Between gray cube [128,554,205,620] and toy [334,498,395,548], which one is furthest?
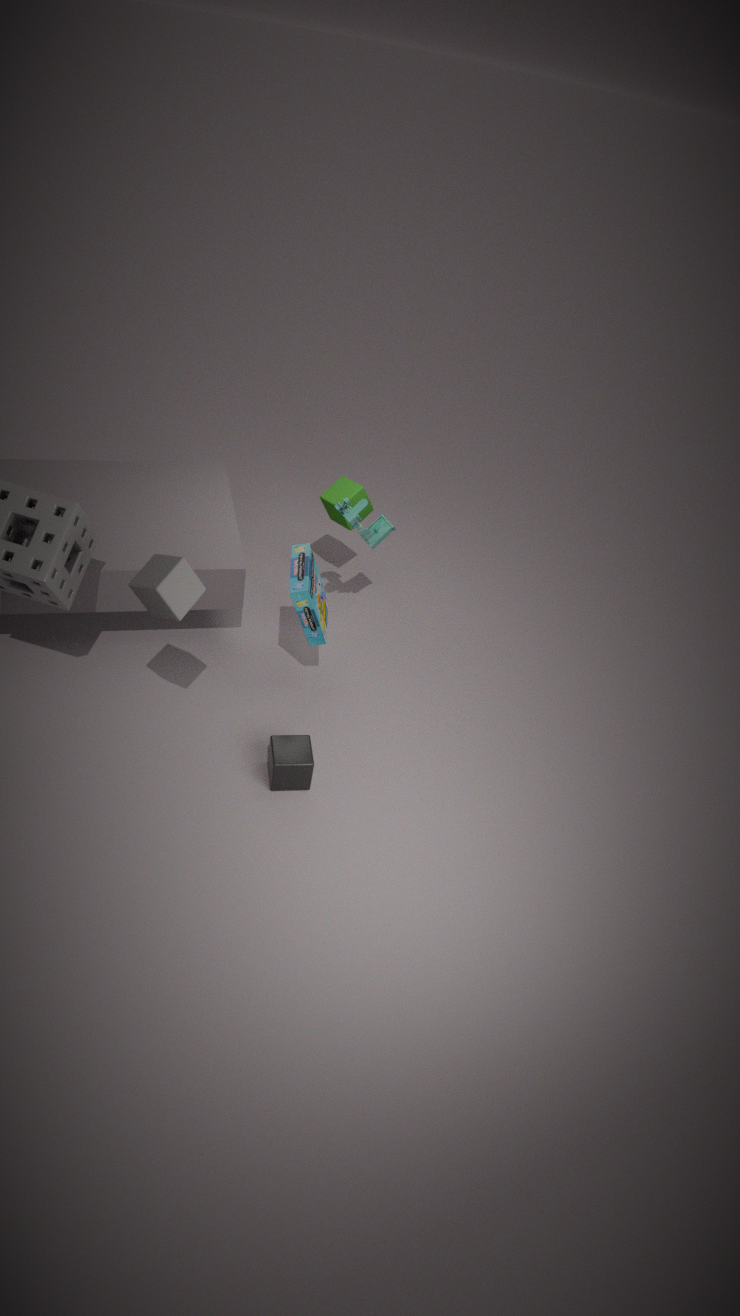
toy [334,498,395,548]
